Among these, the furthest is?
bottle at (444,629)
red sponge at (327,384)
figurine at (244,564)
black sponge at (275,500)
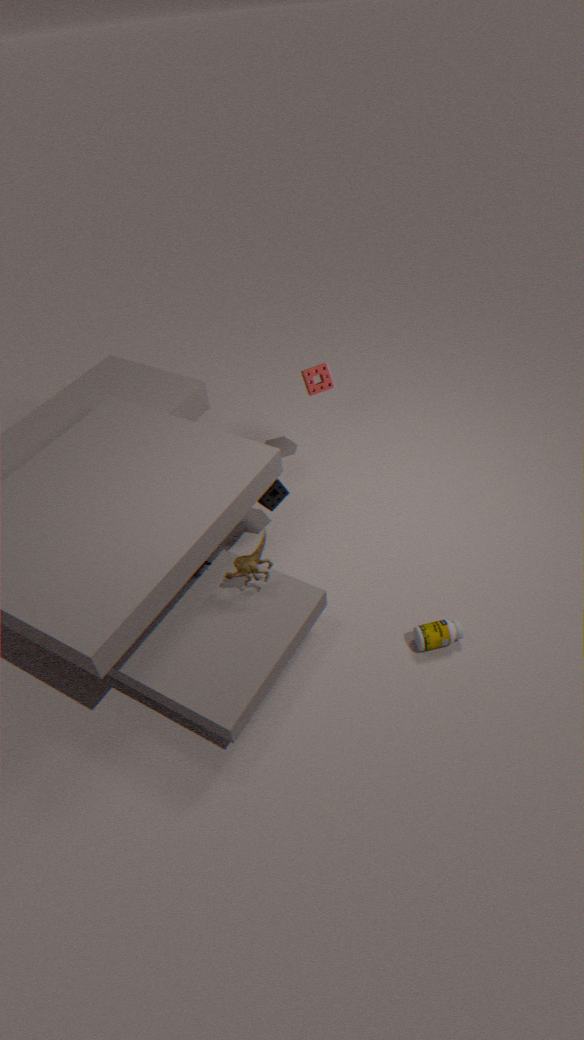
red sponge at (327,384)
